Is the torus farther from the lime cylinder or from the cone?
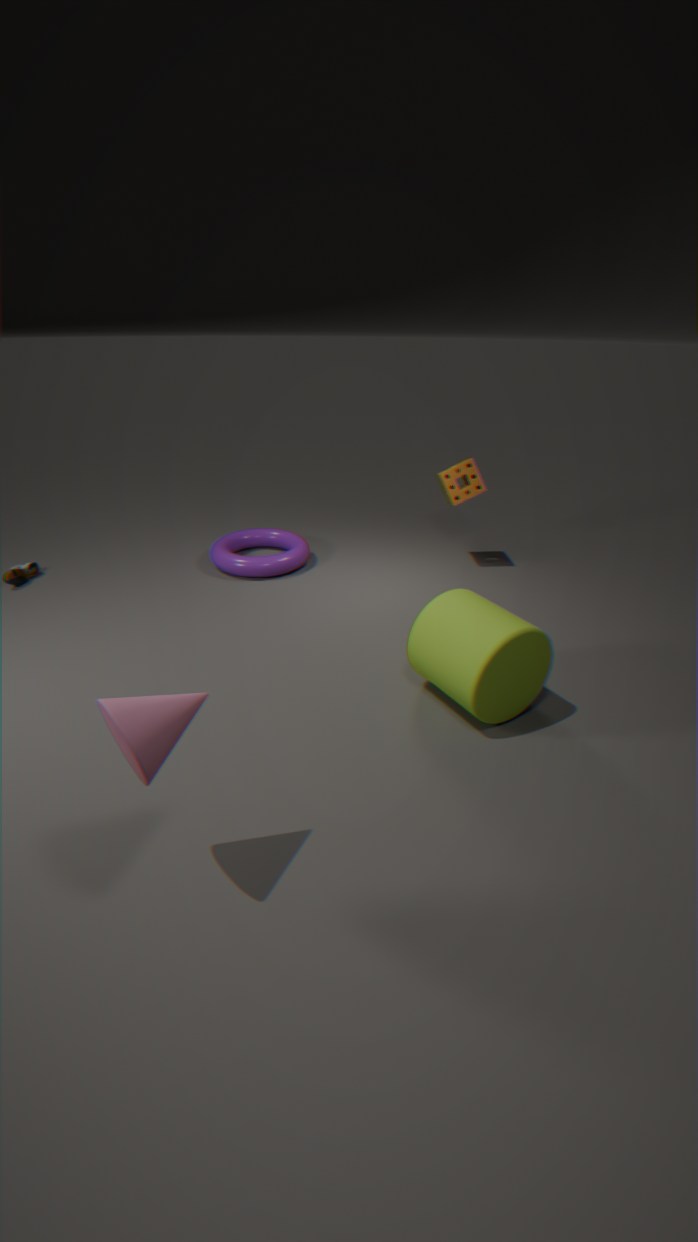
the cone
